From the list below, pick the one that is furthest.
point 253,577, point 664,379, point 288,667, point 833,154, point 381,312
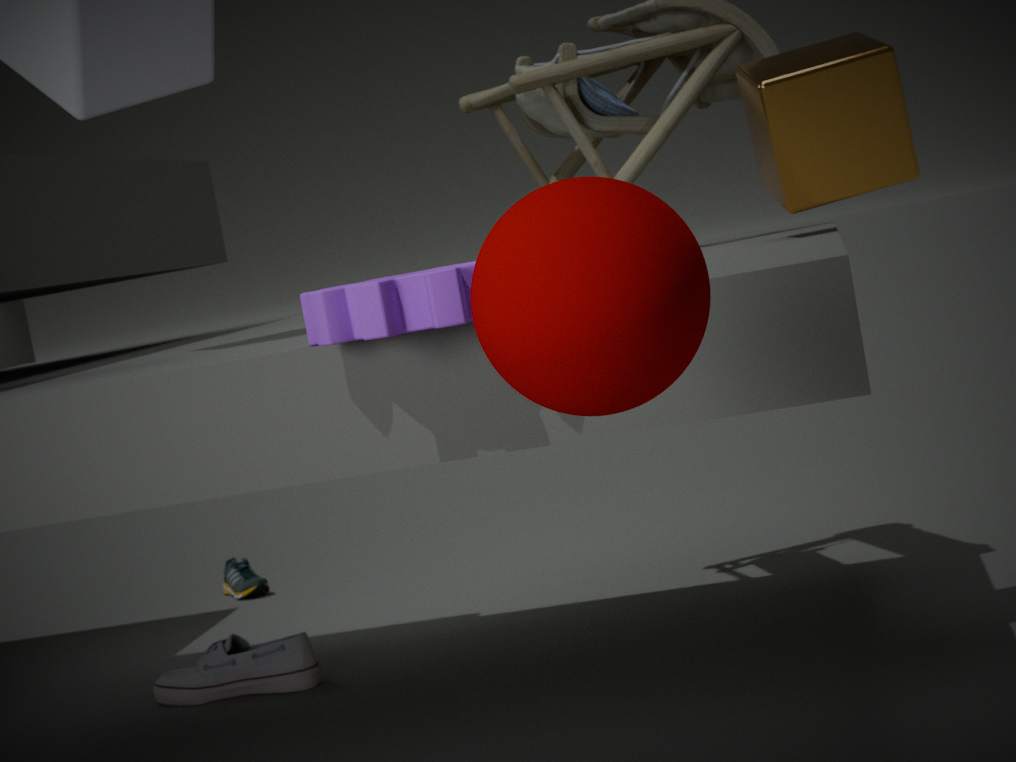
point 253,577
